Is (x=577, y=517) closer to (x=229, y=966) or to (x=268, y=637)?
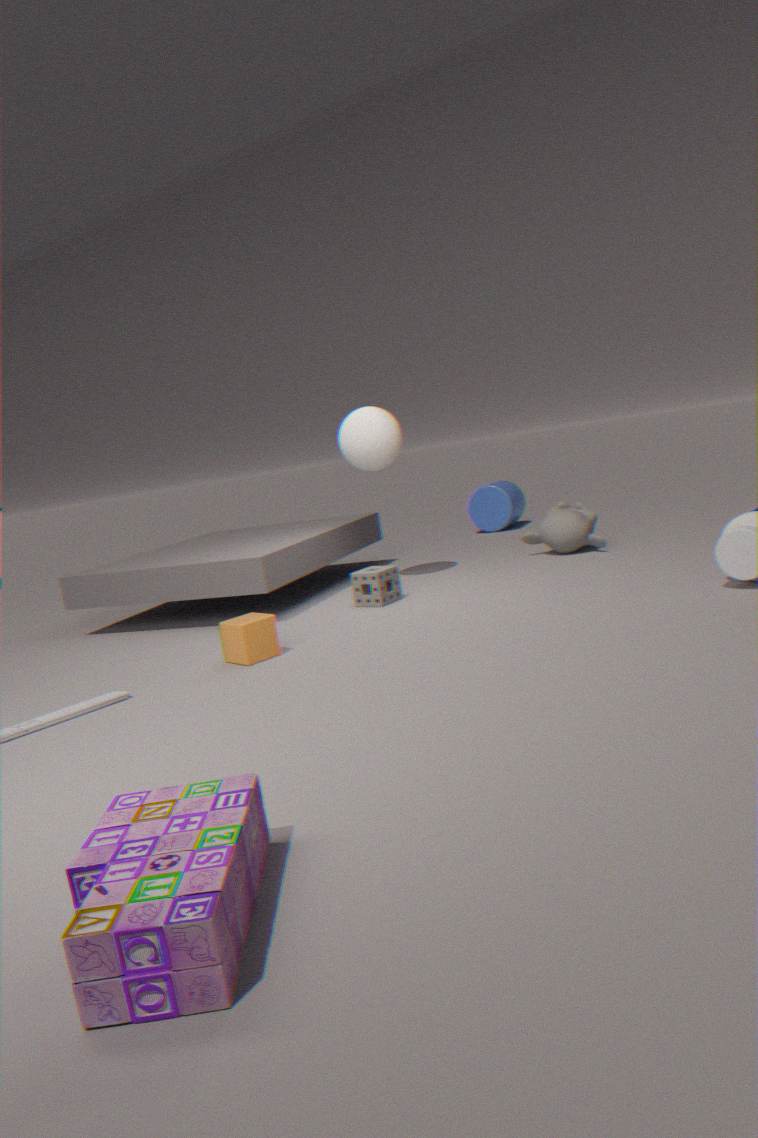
(x=268, y=637)
